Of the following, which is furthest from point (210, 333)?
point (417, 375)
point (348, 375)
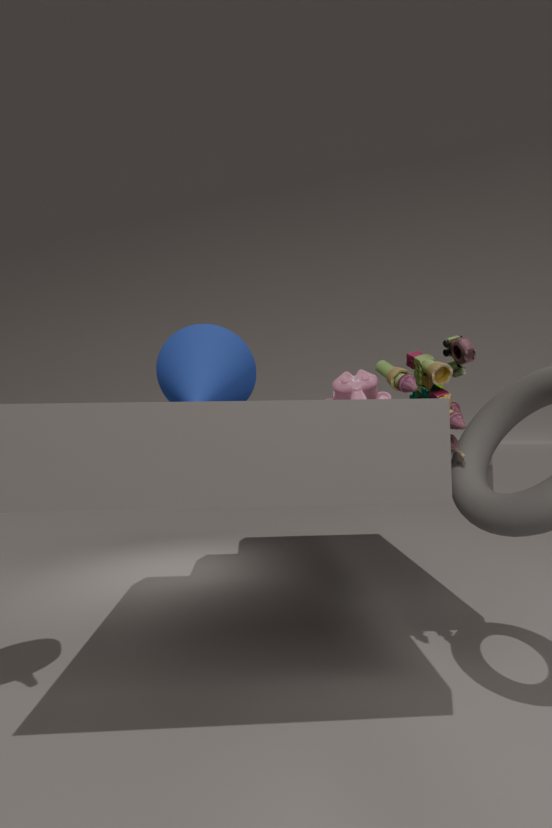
point (417, 375)
